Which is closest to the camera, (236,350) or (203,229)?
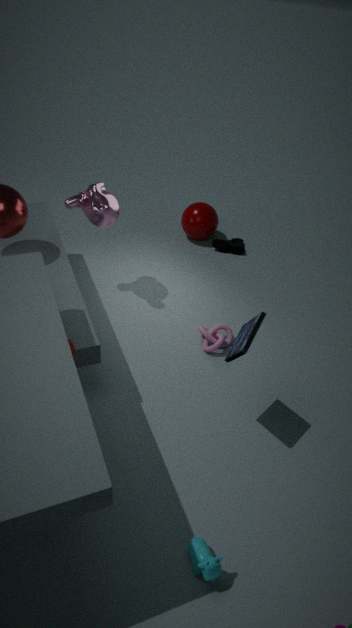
(236,350)
